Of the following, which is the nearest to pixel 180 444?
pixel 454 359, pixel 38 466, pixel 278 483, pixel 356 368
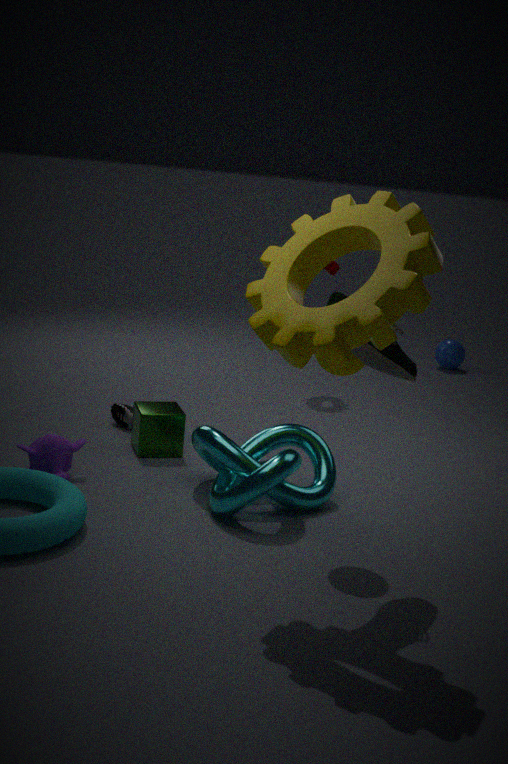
pixel 38 466
